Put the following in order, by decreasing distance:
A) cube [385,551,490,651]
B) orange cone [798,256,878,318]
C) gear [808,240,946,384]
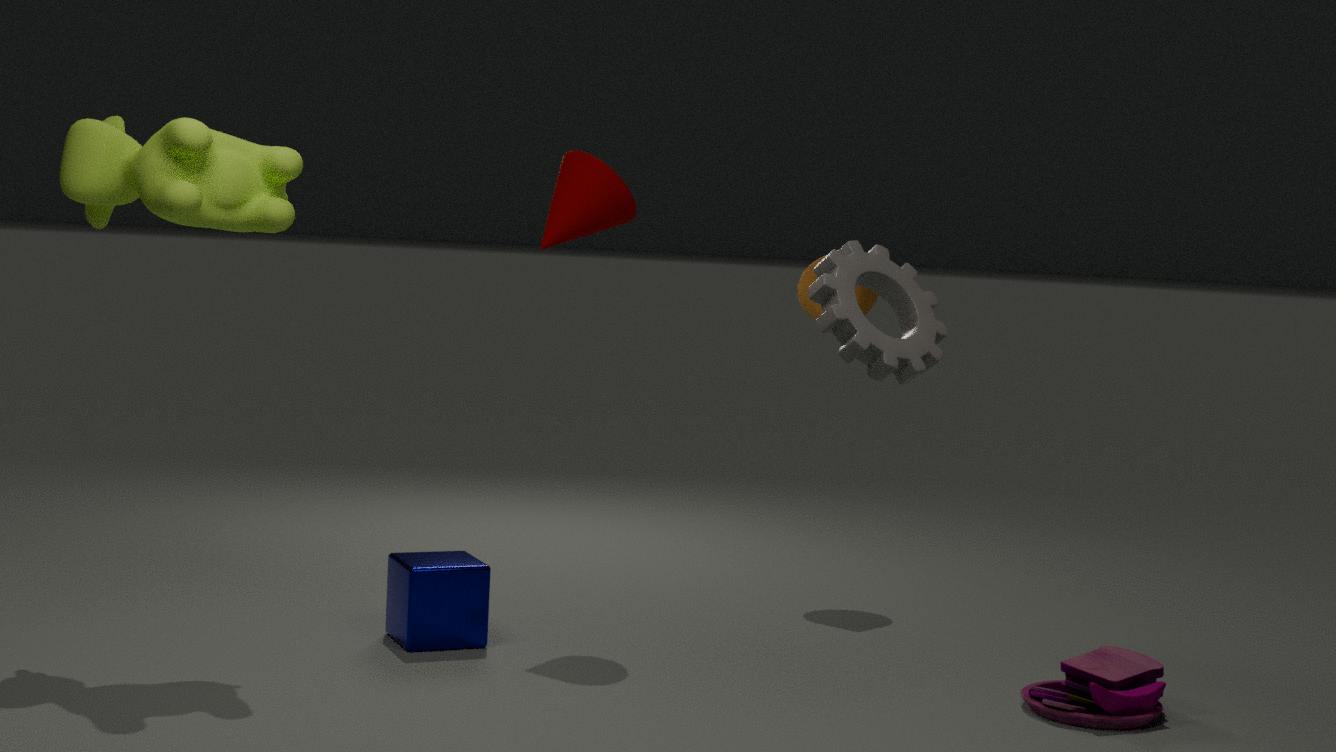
orange cone [798,256,878,318], cube [385,551,490,651], gear [808,240,946,384]
